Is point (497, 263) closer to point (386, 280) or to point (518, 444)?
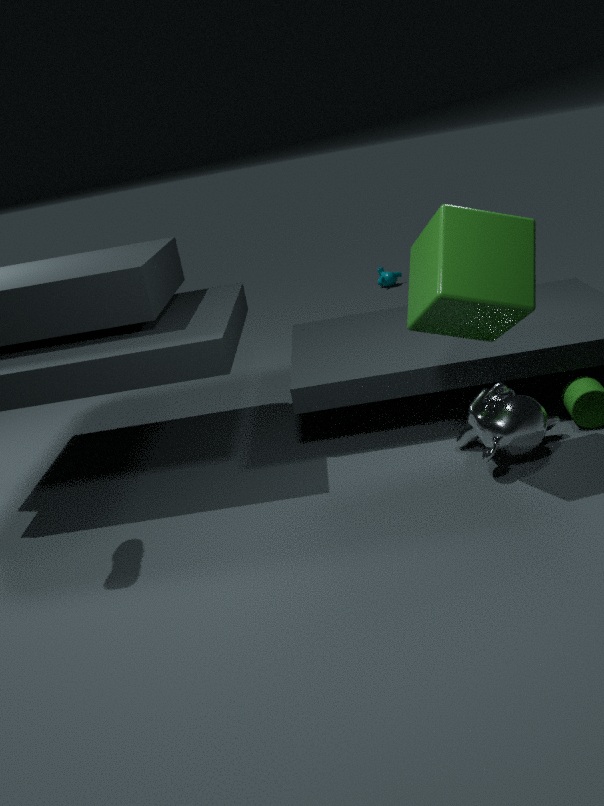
point (518, 444)
